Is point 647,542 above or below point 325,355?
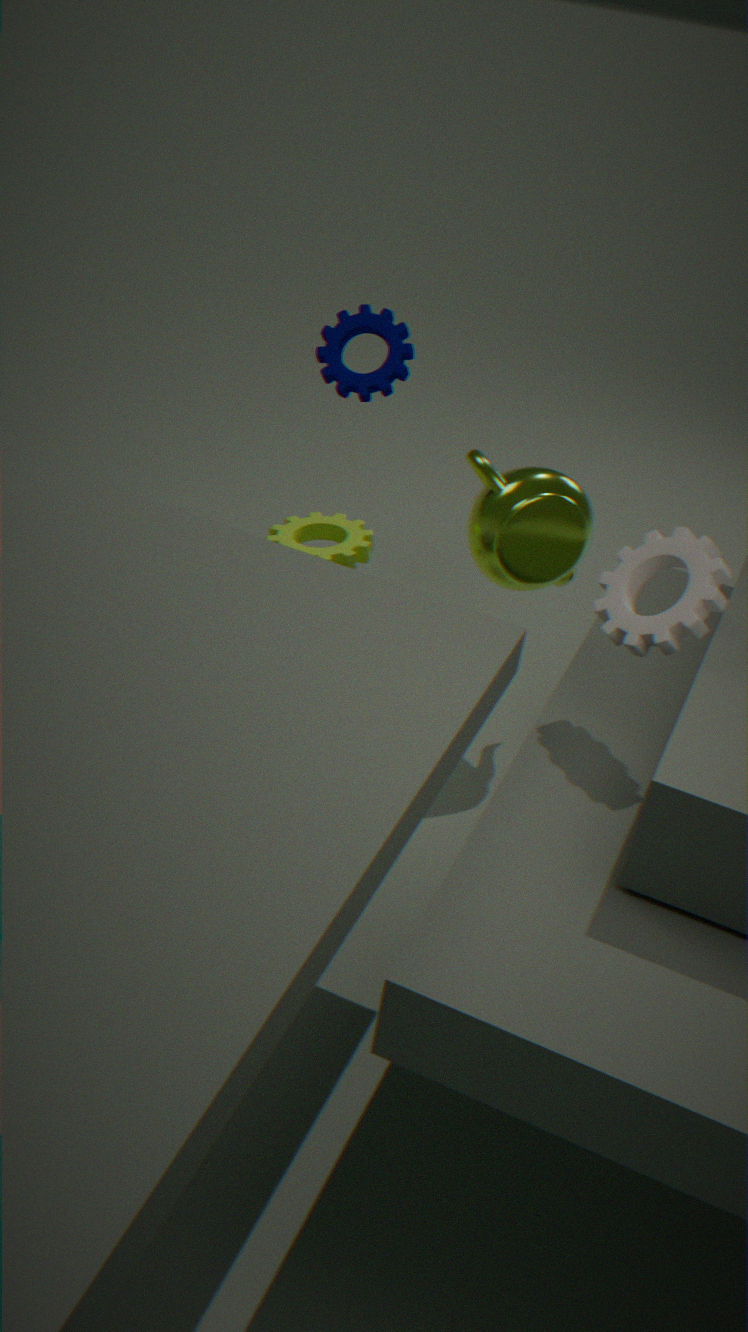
above
